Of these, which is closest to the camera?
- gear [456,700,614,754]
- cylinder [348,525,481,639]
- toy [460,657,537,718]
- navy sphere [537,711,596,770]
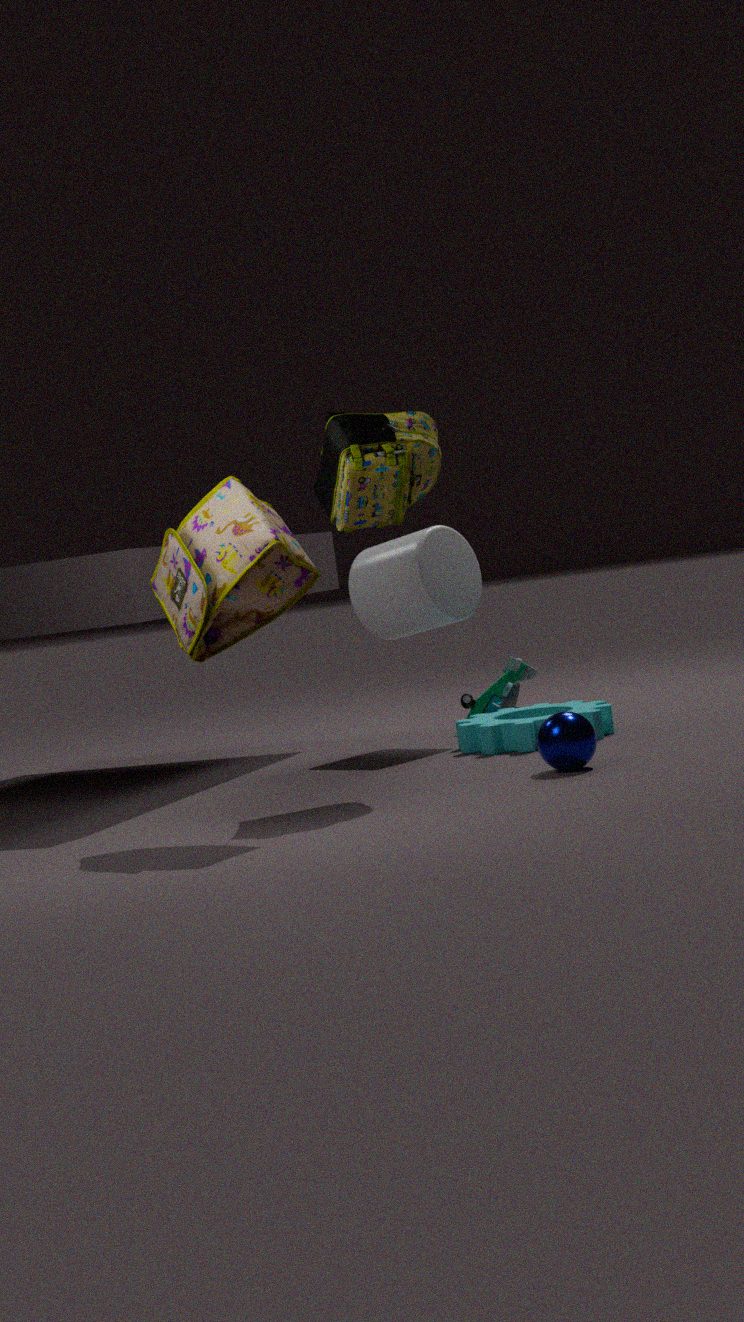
navy sphere [537,711,596,770]
